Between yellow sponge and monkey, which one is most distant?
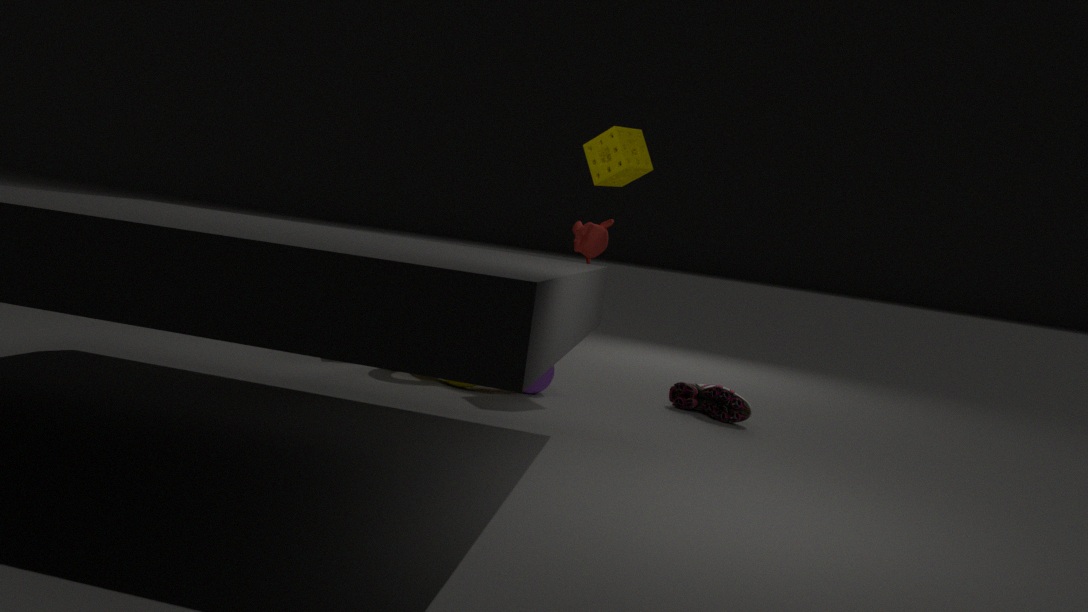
monkey
